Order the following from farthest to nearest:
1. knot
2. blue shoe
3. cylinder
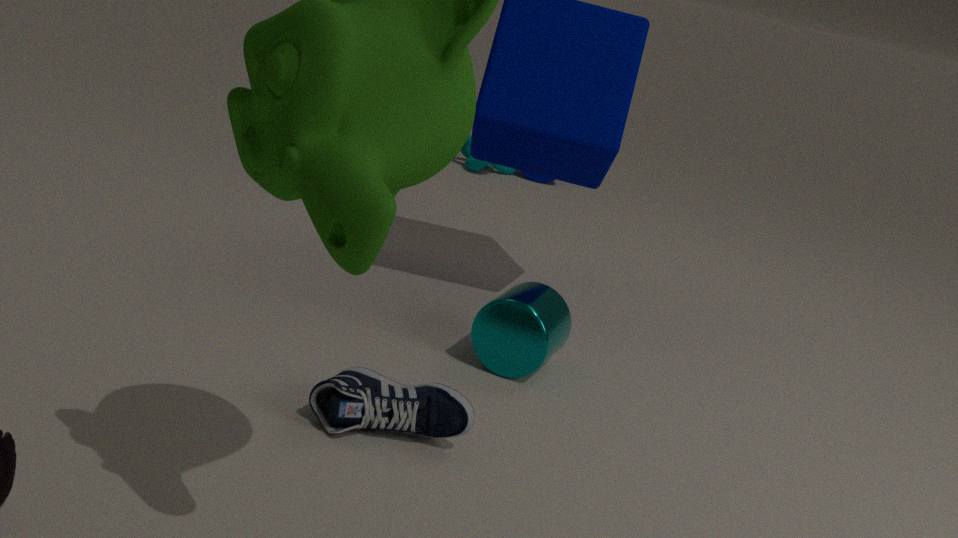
knot → cylinder → blue shoe
